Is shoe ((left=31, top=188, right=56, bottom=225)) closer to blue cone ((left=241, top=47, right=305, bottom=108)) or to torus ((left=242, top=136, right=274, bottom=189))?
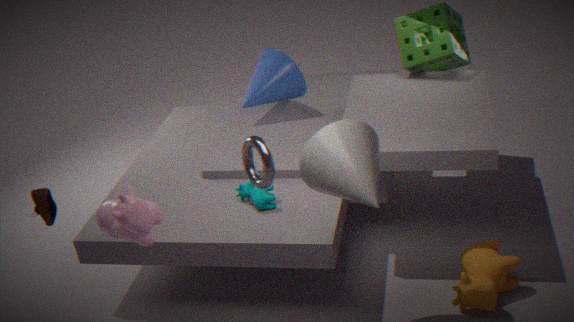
torus ((left=242, top=136, right=274, bottom=189))
